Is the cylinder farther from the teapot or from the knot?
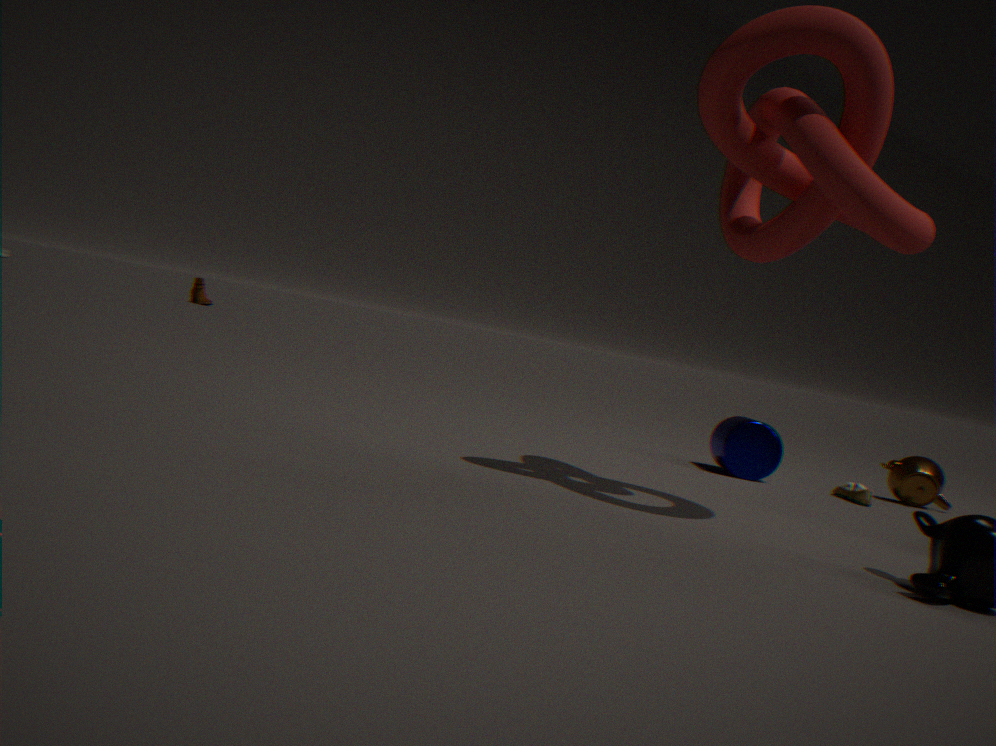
the knot
